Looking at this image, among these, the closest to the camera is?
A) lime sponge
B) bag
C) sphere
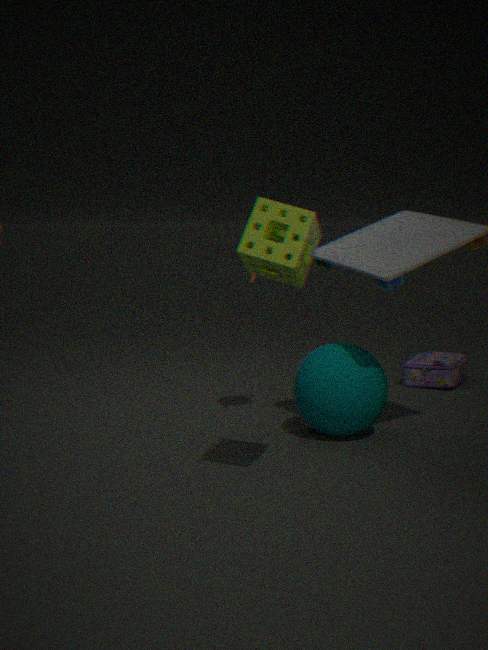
lime sponge
